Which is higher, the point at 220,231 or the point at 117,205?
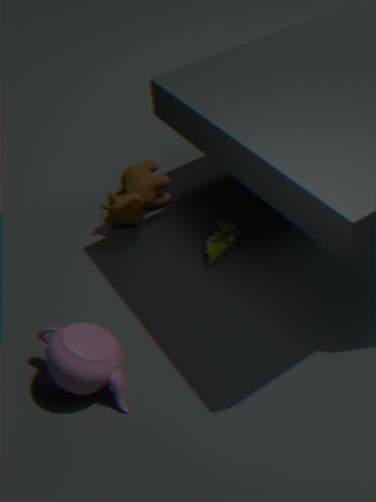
the point at 117,205
